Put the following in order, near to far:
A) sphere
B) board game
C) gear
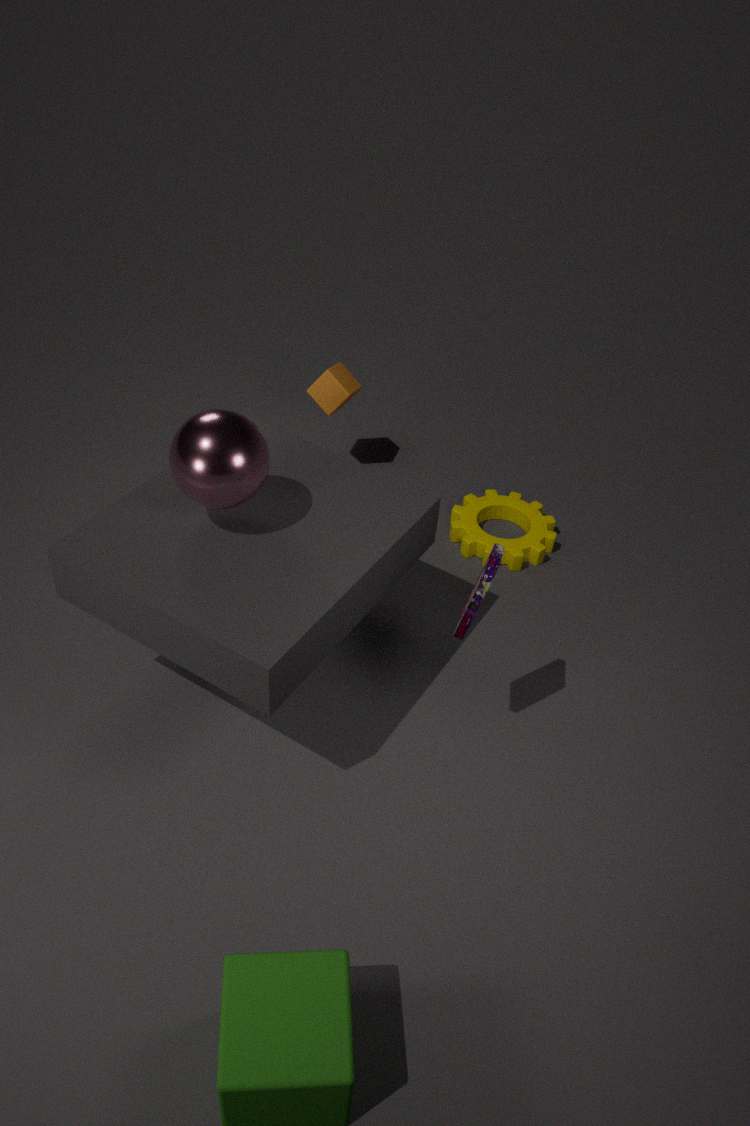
board game → sphere → gear
